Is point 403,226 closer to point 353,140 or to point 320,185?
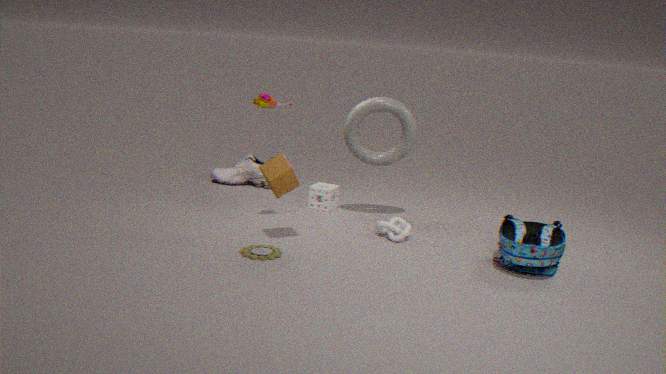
point 353,140
